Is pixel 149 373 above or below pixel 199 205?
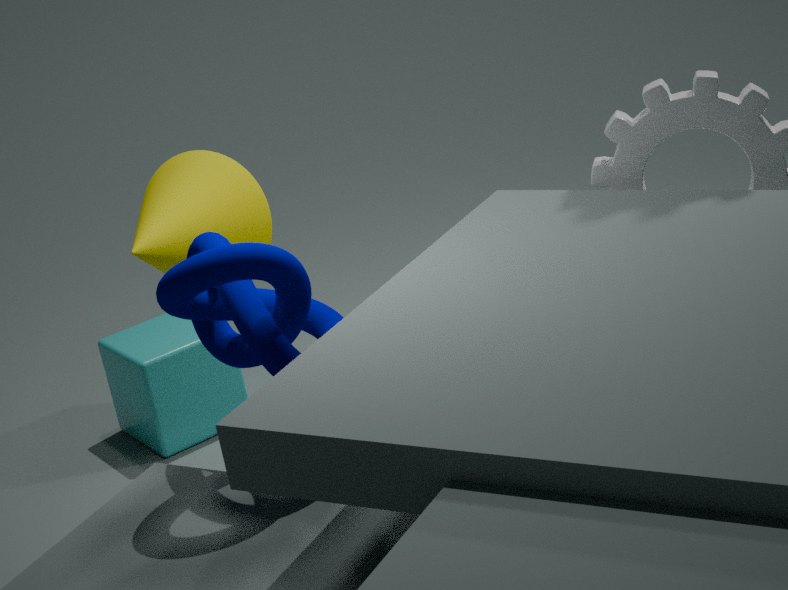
below
